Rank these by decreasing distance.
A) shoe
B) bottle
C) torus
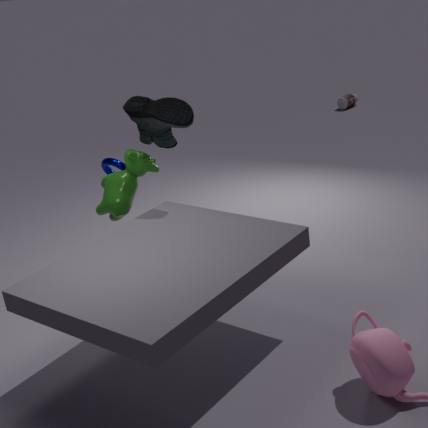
bottle
torus
shoe
